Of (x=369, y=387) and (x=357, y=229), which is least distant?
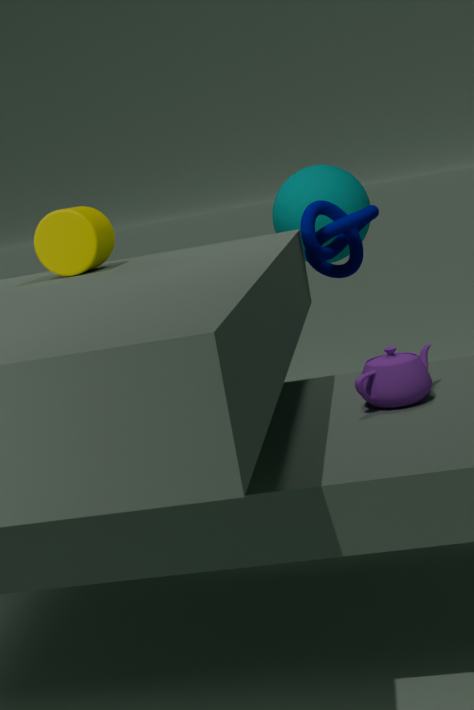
(x=369, y=387)
